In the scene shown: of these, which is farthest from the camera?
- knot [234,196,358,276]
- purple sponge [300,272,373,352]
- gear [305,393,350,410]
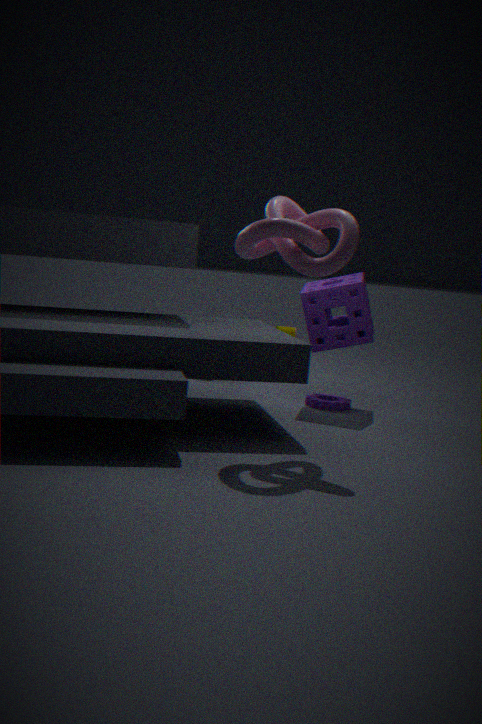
gear [305,393,350,410]
